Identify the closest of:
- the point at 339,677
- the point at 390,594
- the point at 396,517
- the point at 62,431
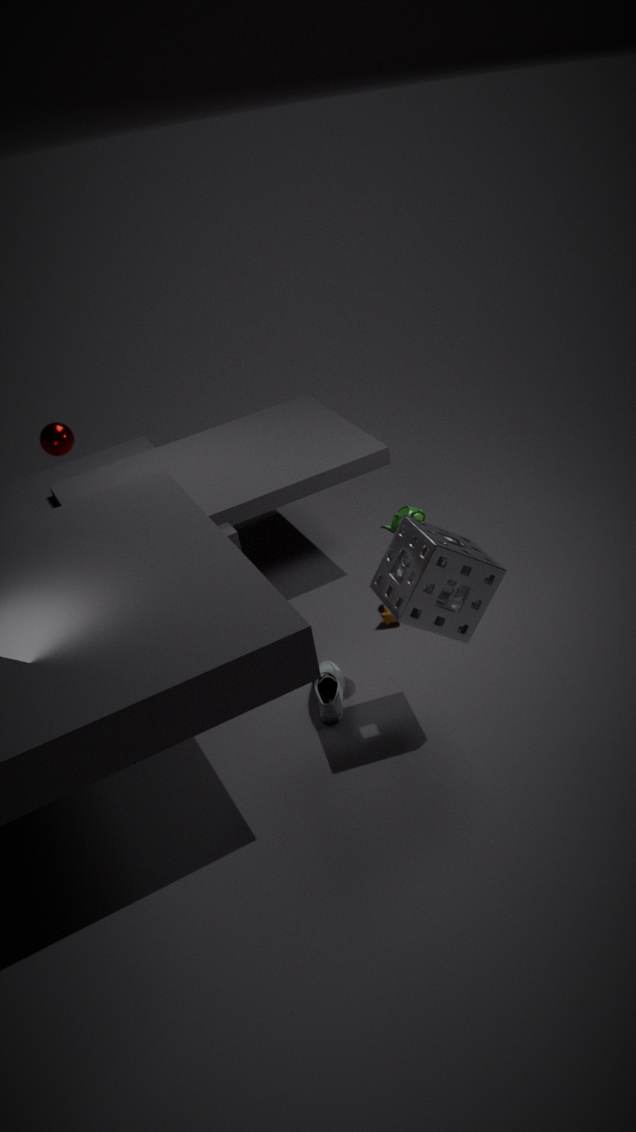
the point at 390,594
